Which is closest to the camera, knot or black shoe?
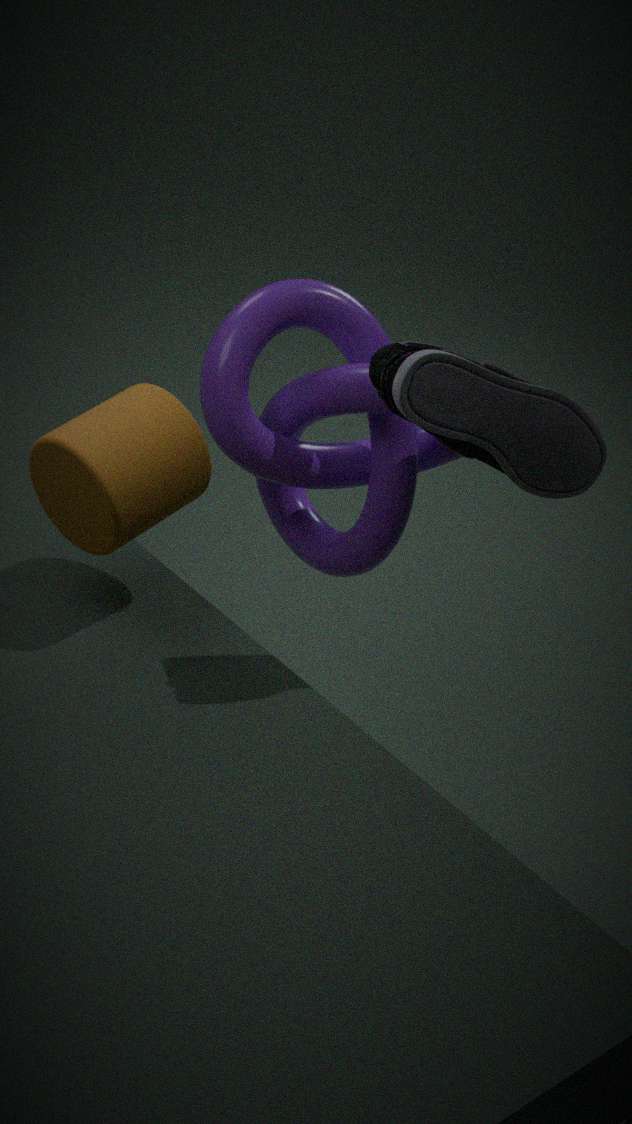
black shoe
